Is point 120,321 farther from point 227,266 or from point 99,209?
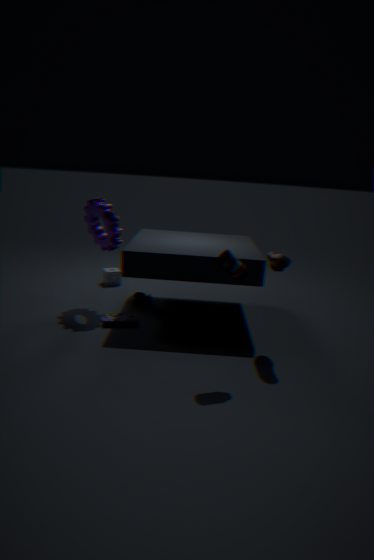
point 227,266
